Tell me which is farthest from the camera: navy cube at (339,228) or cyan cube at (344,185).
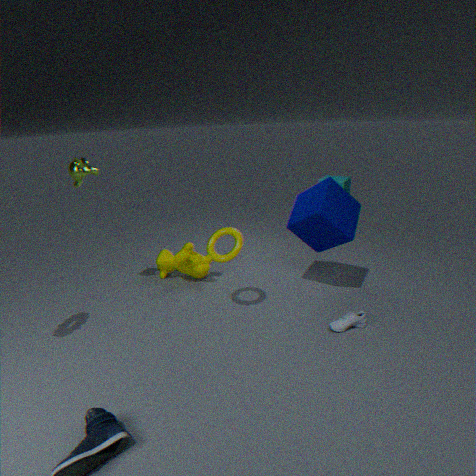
cyan cube at (344,185)
